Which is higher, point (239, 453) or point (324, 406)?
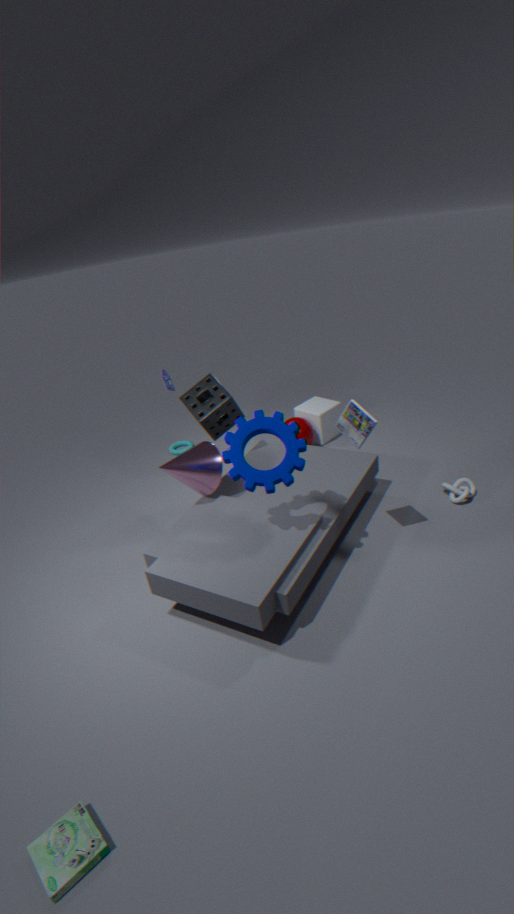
point (239, 453)
